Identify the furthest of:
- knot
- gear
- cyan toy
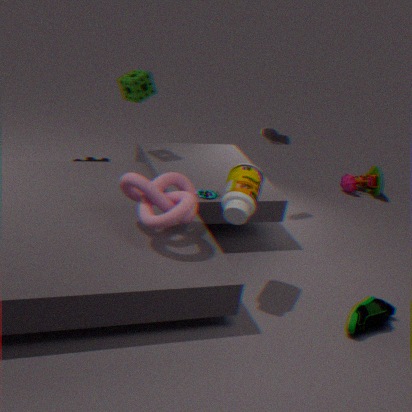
gear
